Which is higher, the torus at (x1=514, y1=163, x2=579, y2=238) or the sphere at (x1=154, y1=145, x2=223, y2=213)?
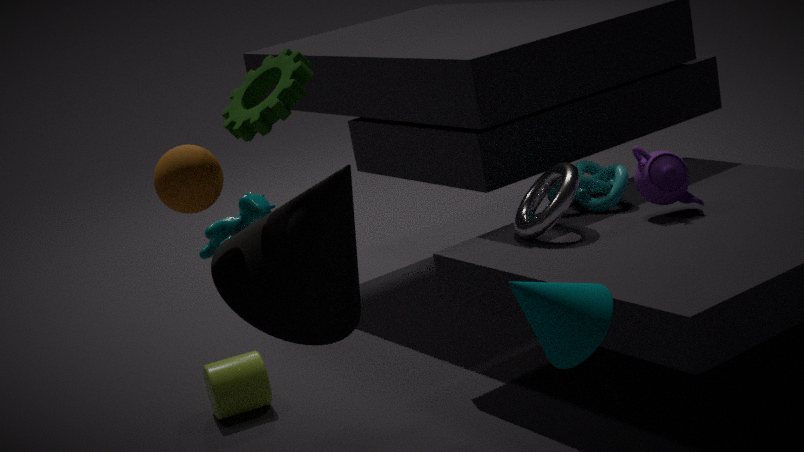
the sphere at (x1=154, y1=145, x2=223, y2=213)
